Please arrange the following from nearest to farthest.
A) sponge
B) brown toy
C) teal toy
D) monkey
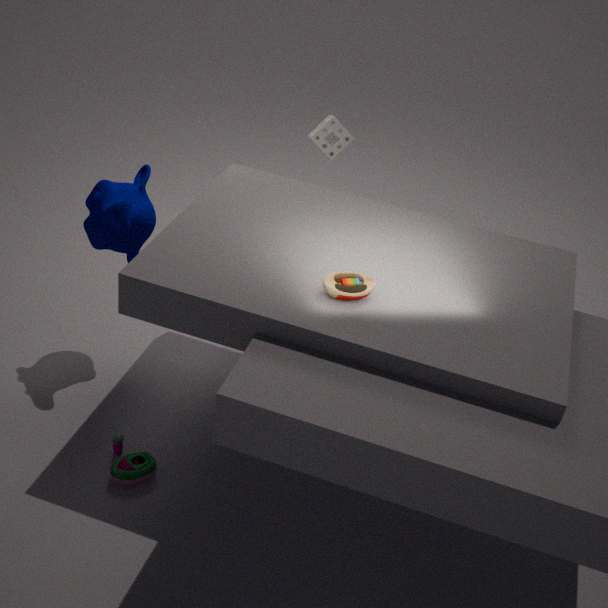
brown toy < teal toy < monkey < sponge
